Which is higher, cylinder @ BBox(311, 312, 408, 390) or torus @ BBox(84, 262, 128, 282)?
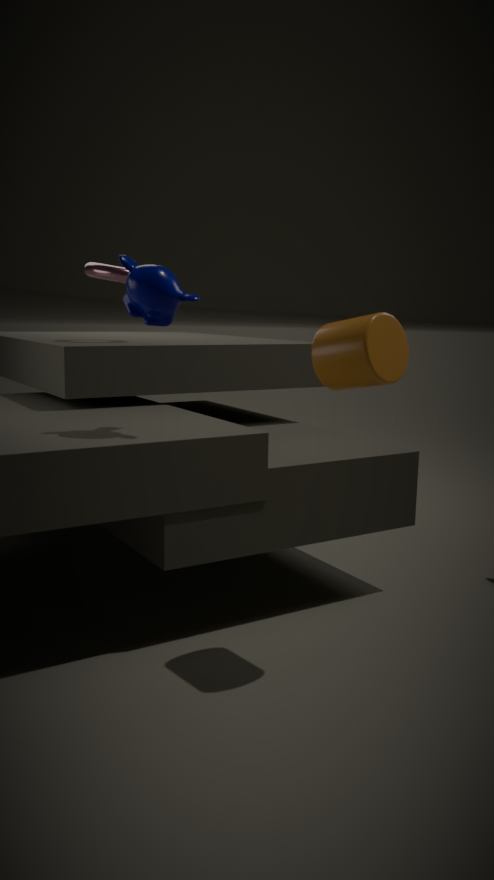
torus @ BBox(84, 262, 128, 282)
